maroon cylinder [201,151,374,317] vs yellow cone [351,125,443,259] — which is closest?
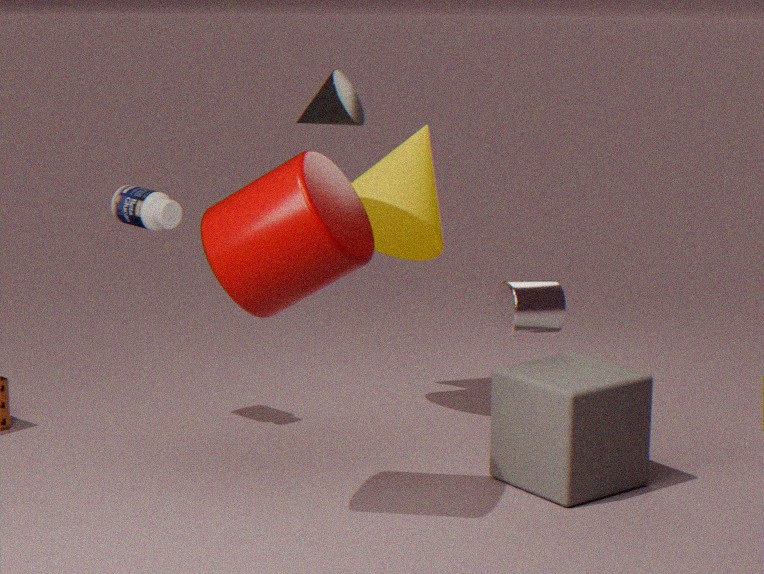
maroon cylinder [201,151,374,317]
